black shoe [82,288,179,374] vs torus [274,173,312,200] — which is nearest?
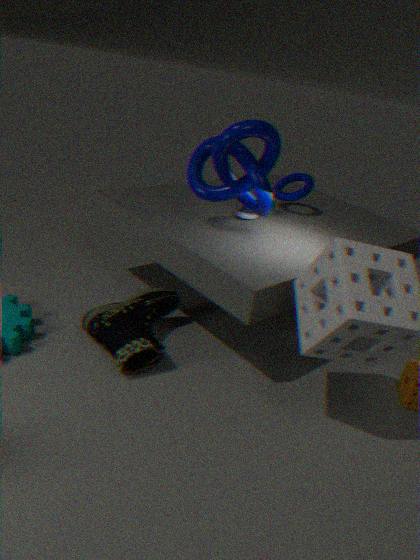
black shoe [82,288,179,374]
